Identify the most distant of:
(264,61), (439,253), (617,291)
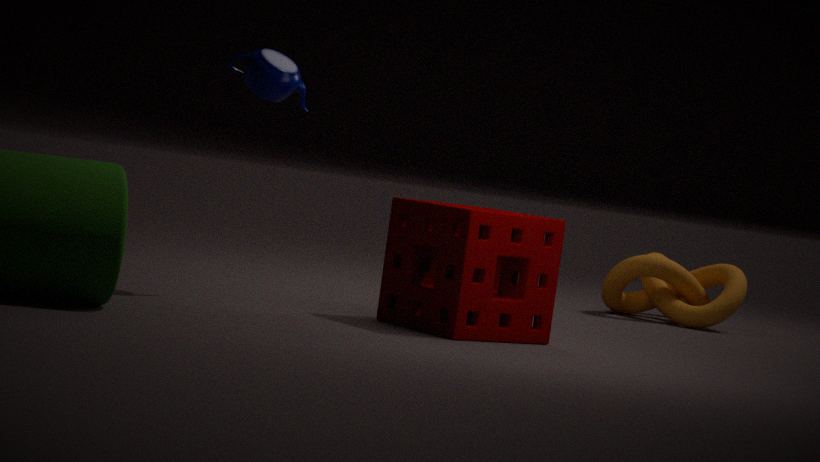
(617,291)
